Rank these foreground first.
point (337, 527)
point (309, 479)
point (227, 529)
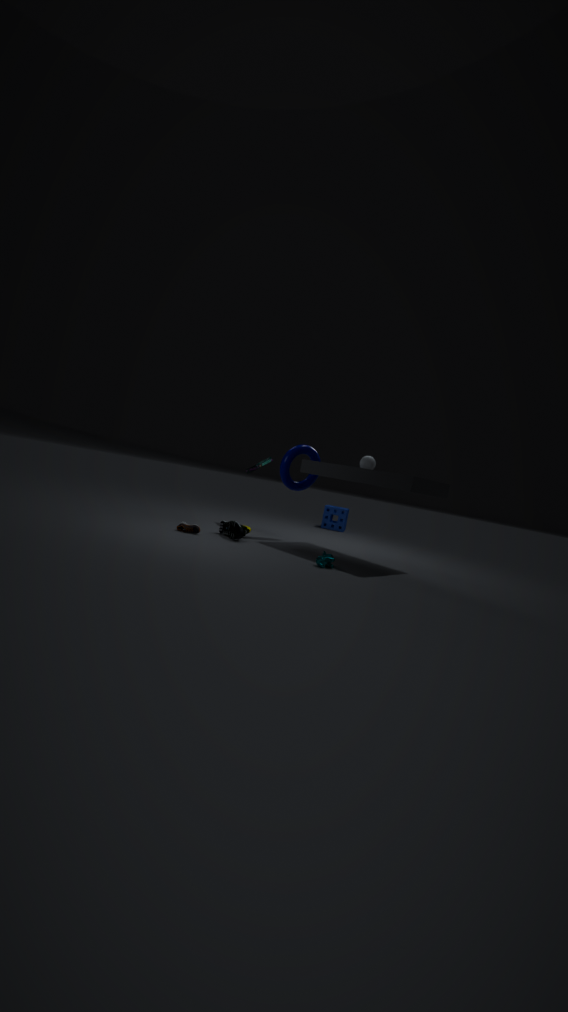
point (227, 529), point (309, 479), point (337, 527)
